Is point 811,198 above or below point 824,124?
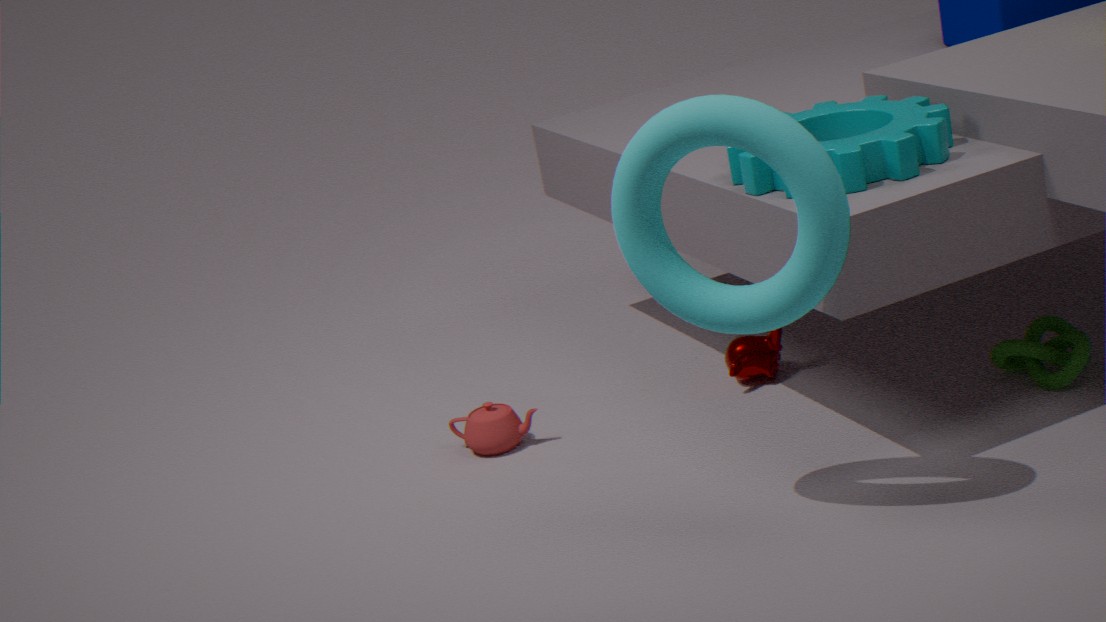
above
